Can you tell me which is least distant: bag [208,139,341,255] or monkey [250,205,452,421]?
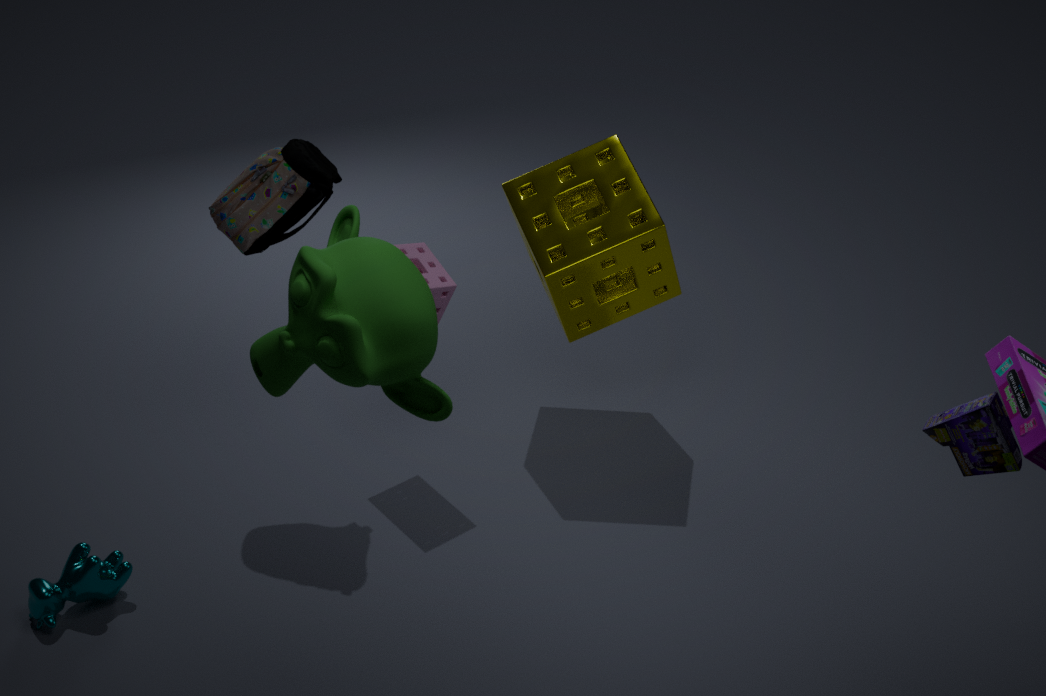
monkey [250,205,452,421]
